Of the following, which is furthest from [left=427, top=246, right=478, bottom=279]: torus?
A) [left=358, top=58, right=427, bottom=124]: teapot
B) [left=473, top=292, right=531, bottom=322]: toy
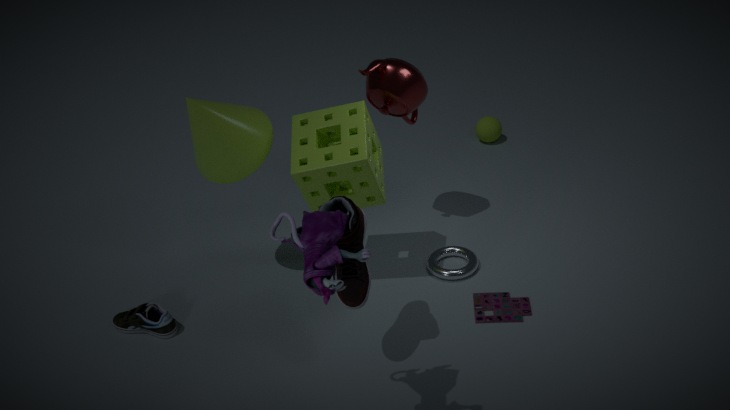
[left=358, top=58, right=427, bottom=124]: teapot
